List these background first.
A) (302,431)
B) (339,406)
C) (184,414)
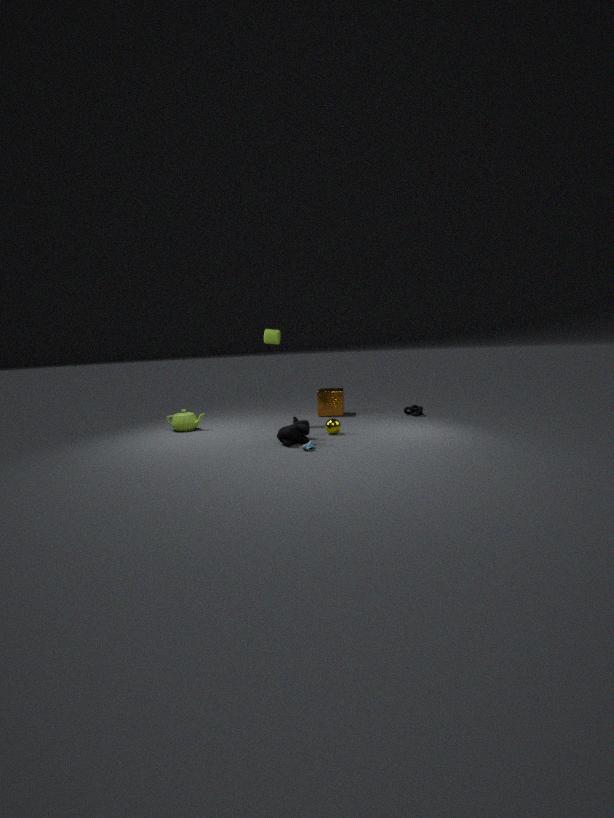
(339,406)
(184,414)
(302,431)
